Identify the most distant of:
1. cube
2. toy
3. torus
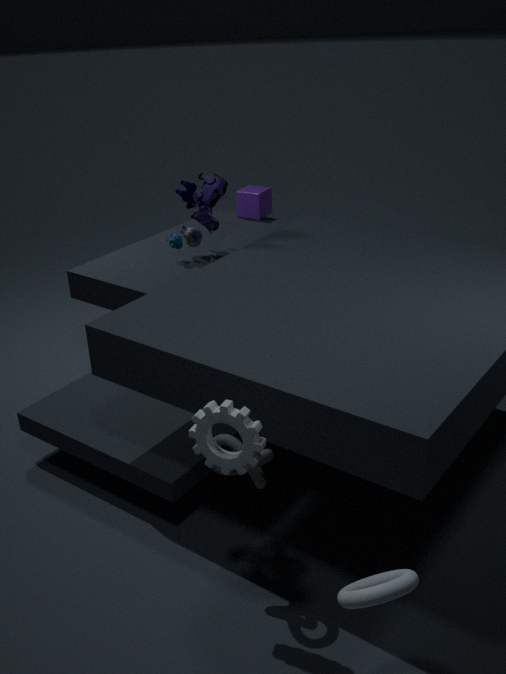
cube
